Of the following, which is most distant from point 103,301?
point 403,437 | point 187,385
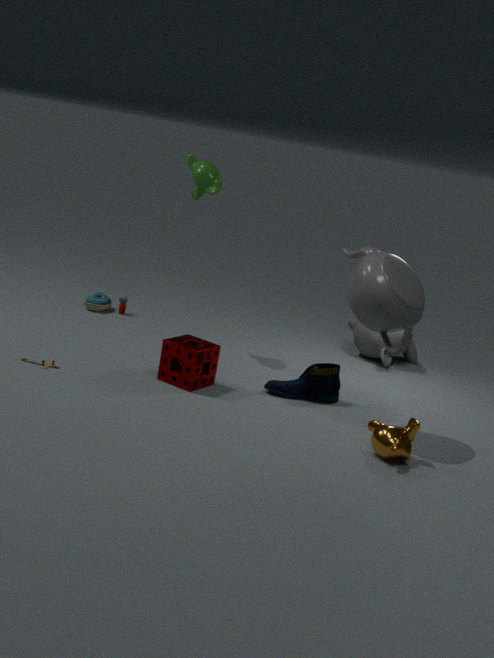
point 403,437
